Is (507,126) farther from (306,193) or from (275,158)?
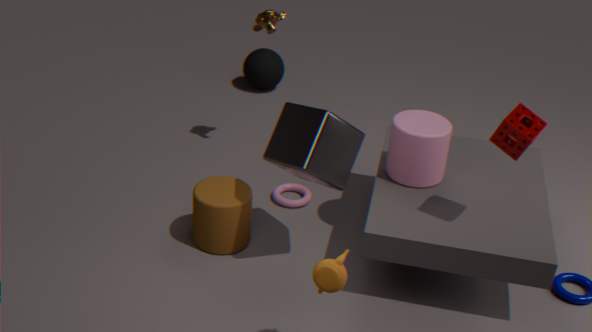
(306,193)
